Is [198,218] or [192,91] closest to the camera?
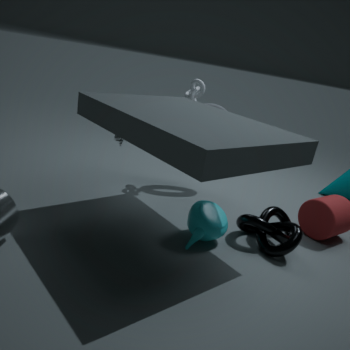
[198,218]
